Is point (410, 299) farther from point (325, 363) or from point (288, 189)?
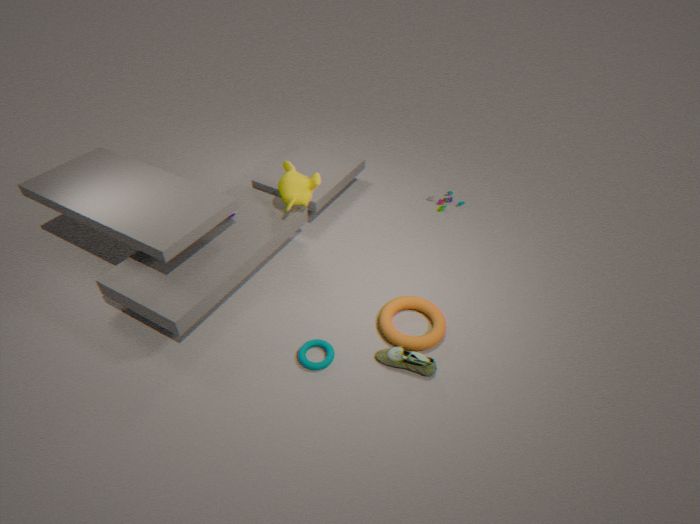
point (288, 189)
